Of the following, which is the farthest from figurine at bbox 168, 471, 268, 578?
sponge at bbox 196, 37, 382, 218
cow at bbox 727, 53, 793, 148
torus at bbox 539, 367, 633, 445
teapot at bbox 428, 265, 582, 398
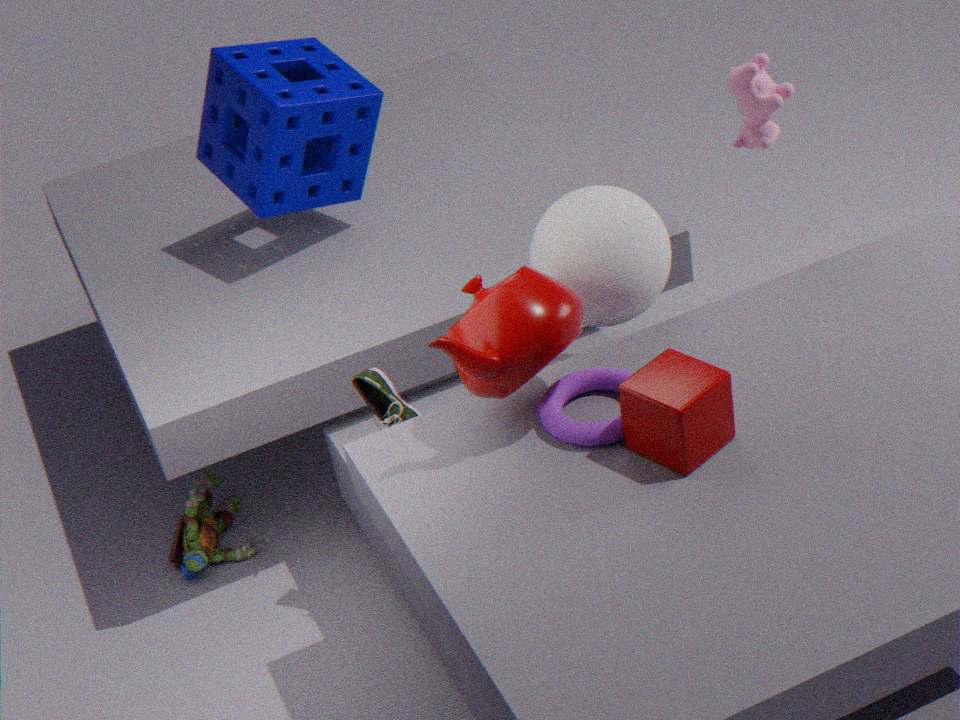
cow at bbox 727, 53, 793, 148
